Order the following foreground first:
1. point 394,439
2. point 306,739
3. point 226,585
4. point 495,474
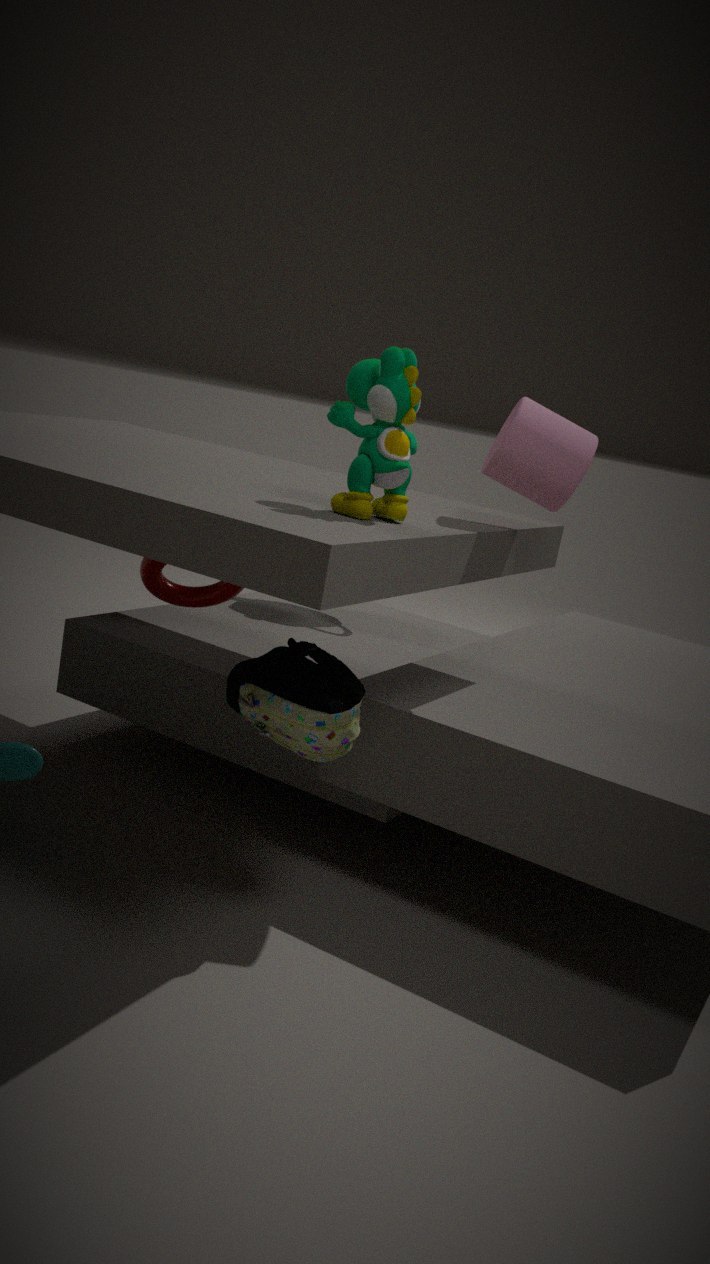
point 394,439, point 306,739, point 495,474, point 226,585
